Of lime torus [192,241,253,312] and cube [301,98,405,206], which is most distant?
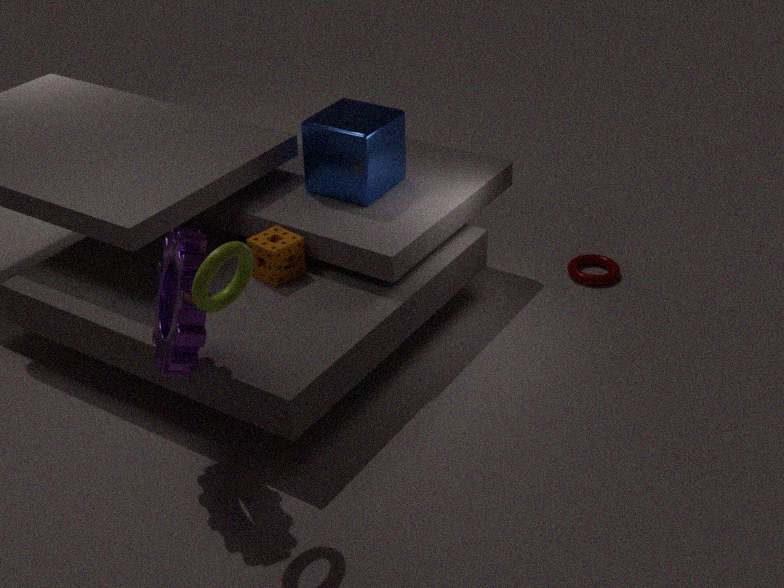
cube [301,98,405,206]
